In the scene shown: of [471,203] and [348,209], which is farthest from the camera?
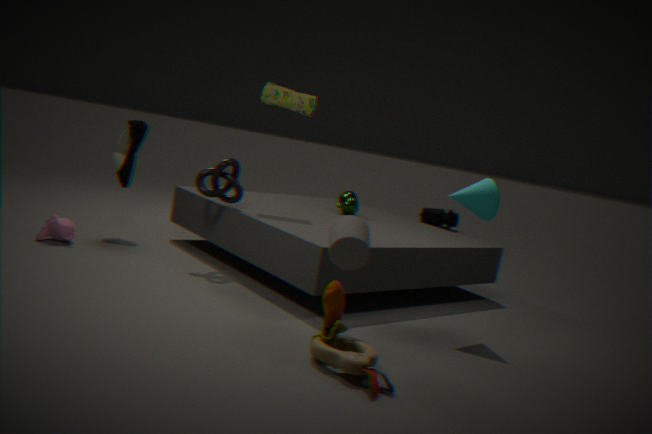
[348,209]
